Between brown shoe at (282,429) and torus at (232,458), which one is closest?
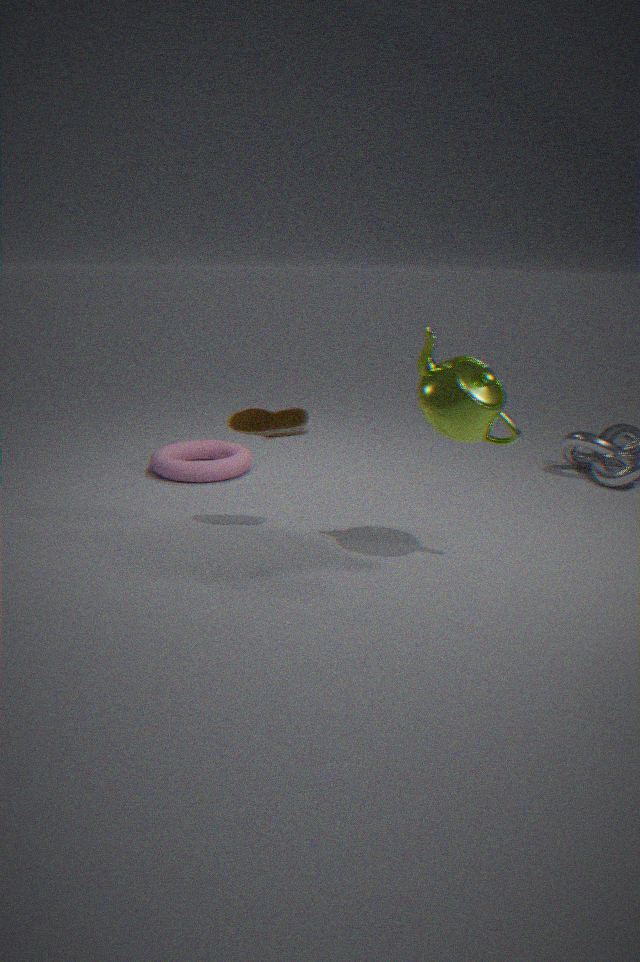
brown shoe at (282,429)
